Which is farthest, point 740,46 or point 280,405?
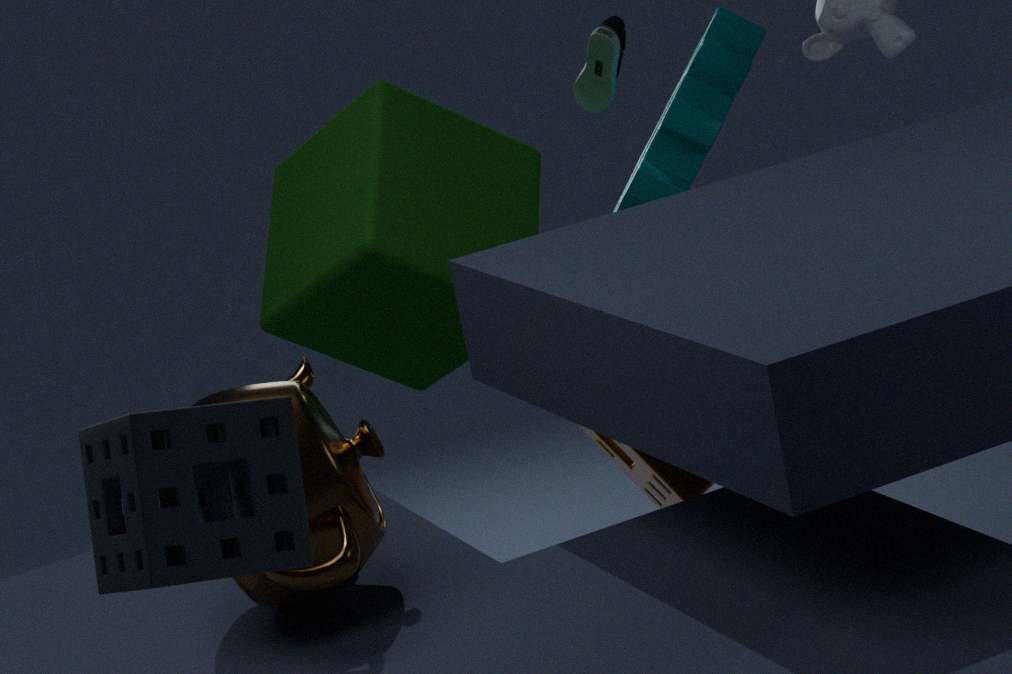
point 740,46
